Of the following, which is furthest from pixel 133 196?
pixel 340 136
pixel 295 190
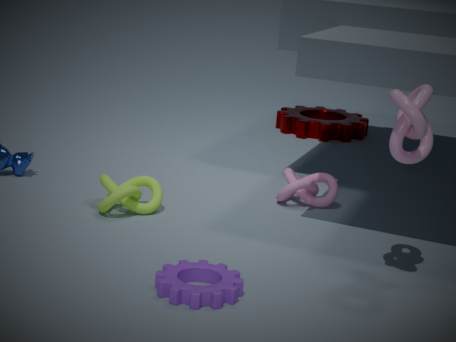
pixel 340 136
